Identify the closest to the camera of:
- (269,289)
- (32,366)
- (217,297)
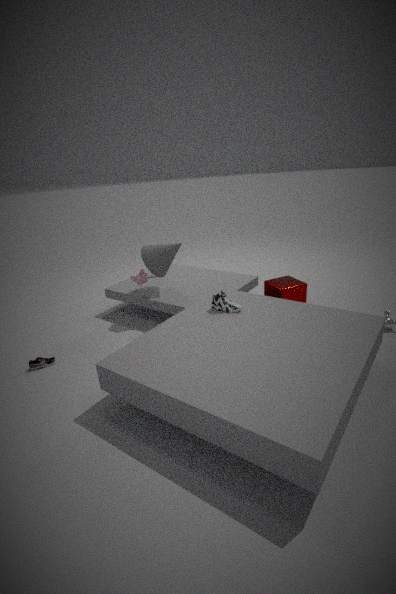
(217,297)
